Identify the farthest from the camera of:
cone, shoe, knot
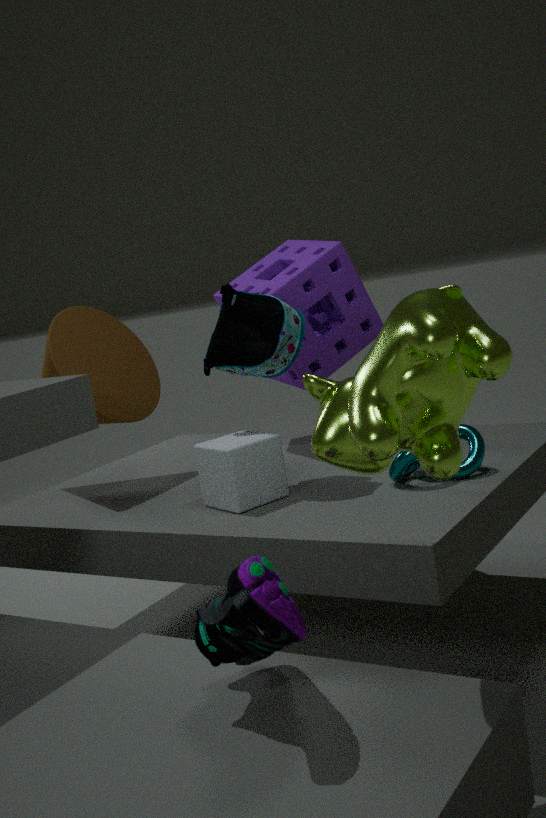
cone
